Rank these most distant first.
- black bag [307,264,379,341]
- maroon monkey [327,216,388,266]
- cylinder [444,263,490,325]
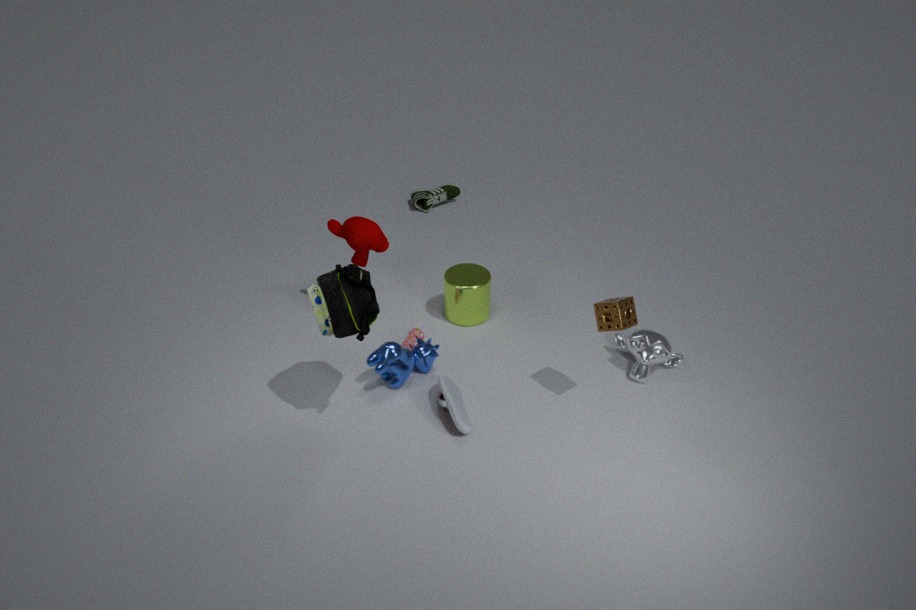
cylinder [444,263,490,325] < maroon monkey [327,216,388,266] < black bag [307,264,379,341]
